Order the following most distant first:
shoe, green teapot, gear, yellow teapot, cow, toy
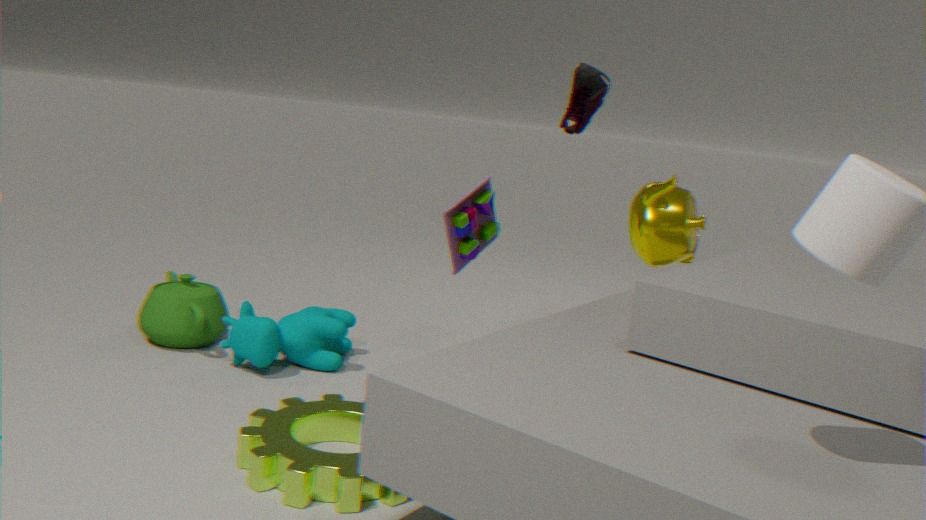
shoe, green teapot, yellow teapot, toy, cow, gear
